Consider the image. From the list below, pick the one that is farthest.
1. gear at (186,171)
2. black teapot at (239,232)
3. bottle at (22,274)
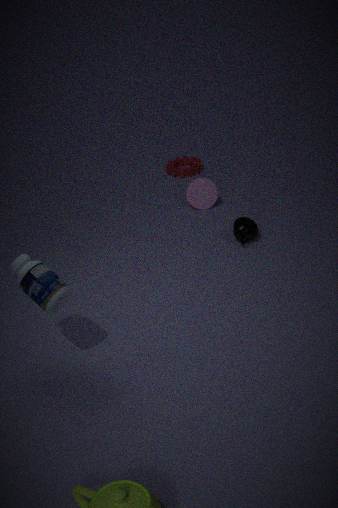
gear at (186,171)
